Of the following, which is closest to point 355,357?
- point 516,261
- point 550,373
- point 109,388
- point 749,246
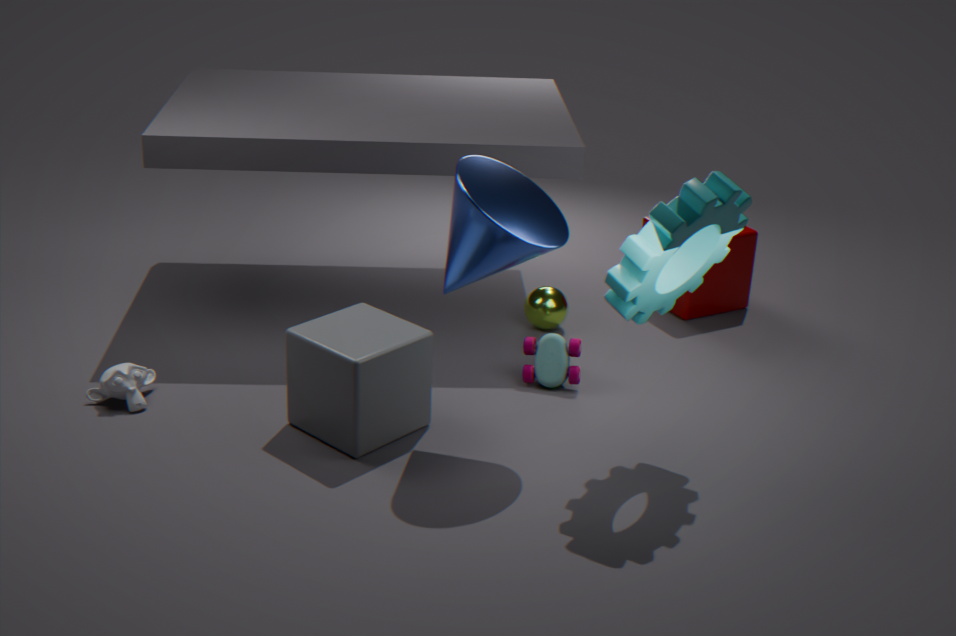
point 516,261
